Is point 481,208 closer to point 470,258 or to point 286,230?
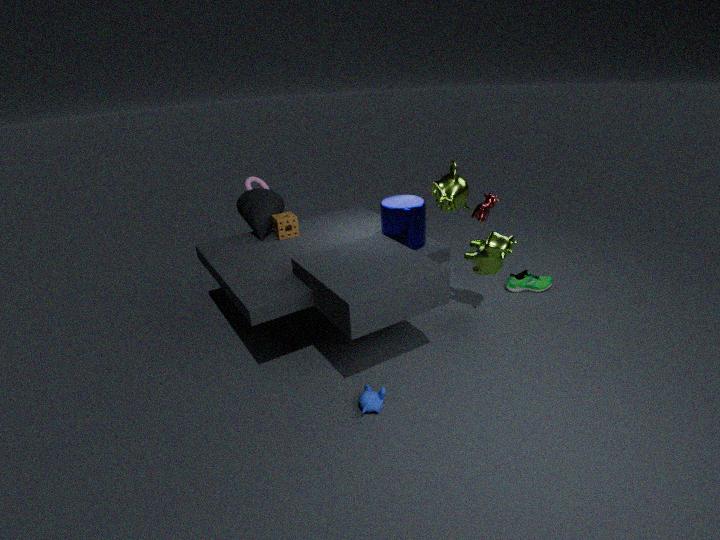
point 470,258
